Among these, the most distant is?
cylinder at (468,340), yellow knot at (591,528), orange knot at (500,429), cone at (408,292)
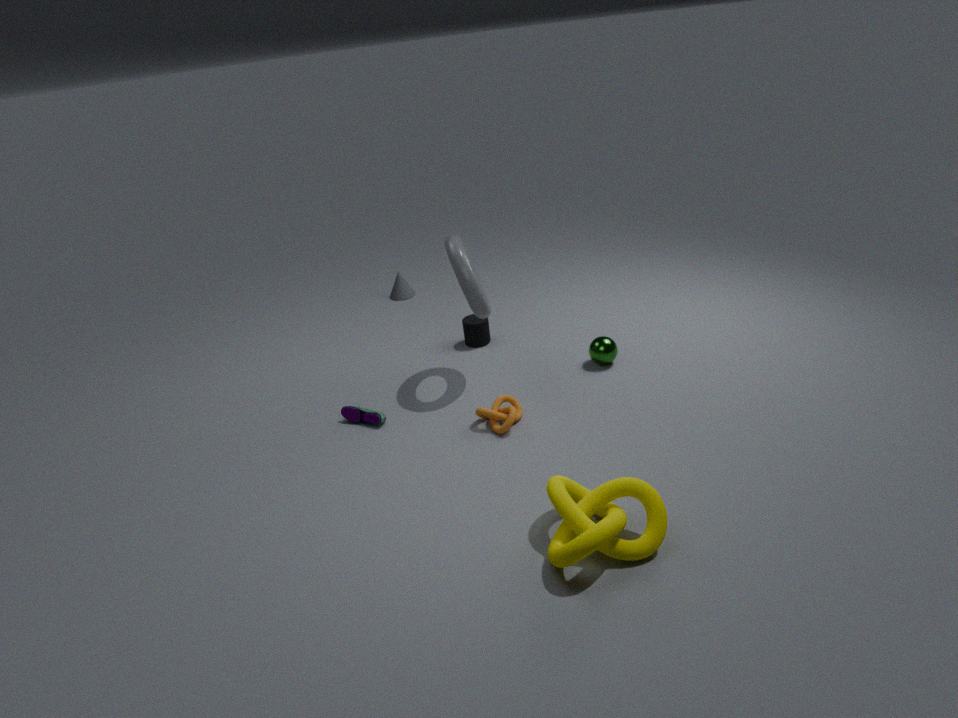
cone at (408,292)
